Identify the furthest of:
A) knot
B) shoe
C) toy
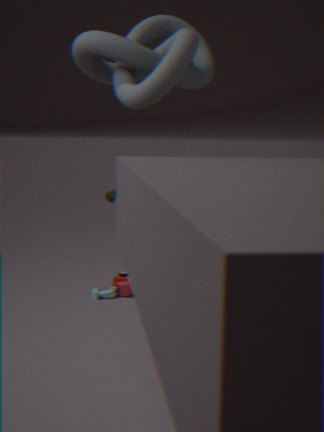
toy
